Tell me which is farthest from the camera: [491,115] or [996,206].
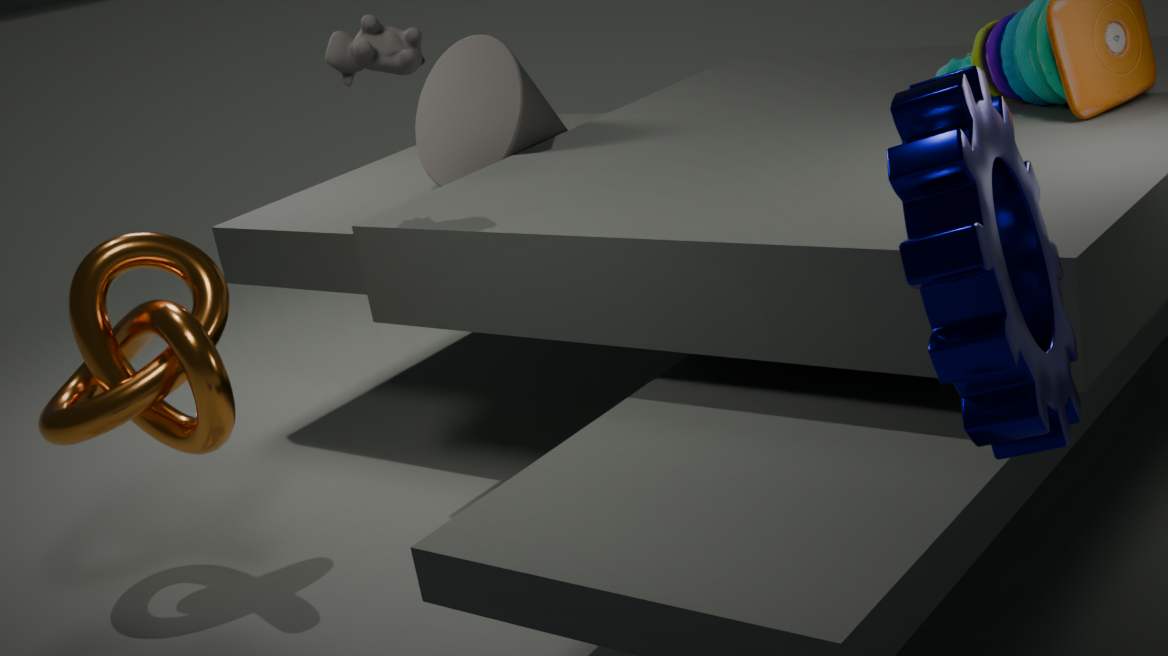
[491,115]
